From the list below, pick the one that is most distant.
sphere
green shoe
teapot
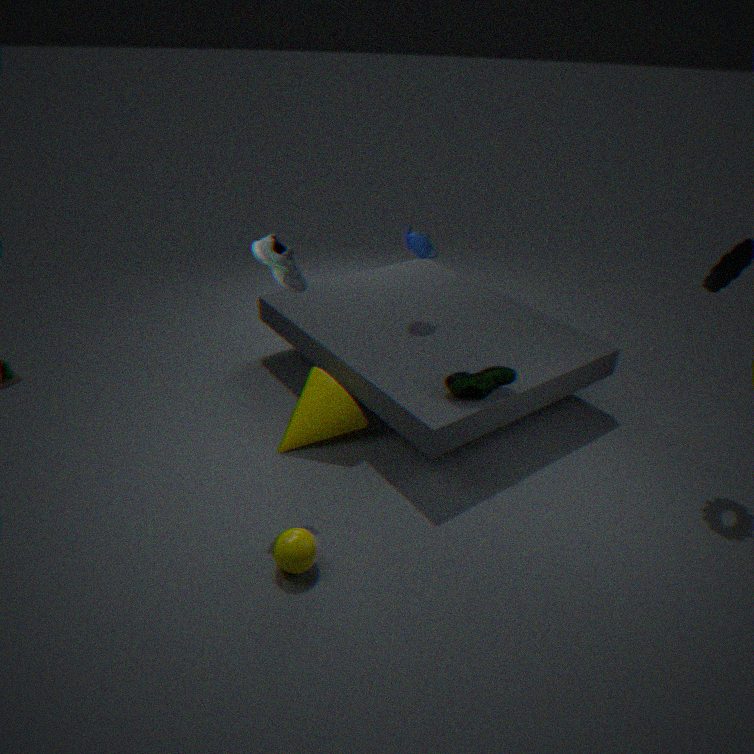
teapot
